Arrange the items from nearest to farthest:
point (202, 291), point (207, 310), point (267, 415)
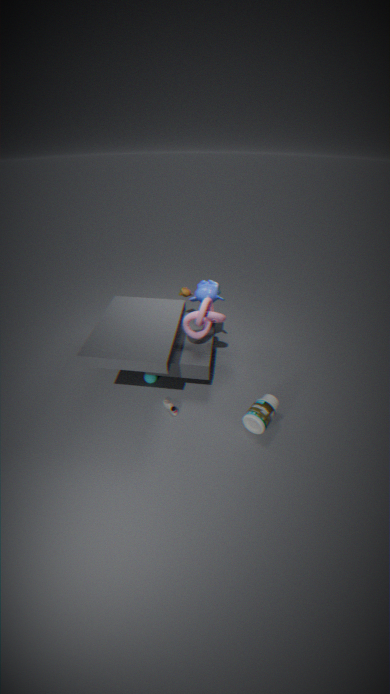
point (267, 415) < point (207, 310) < point (202, 291)
